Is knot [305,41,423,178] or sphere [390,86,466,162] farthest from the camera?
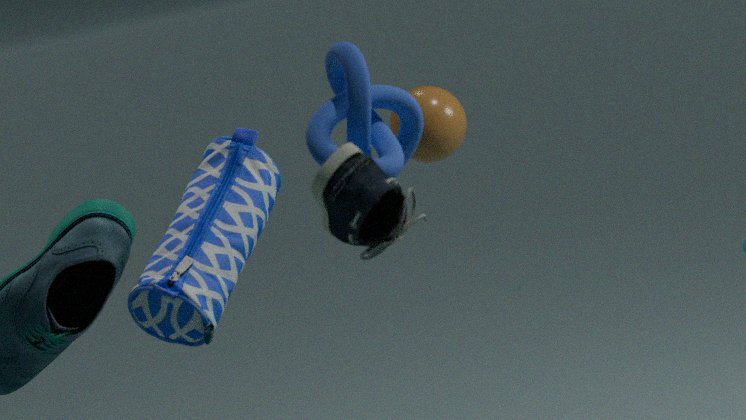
sphere [390,86,466,162]
